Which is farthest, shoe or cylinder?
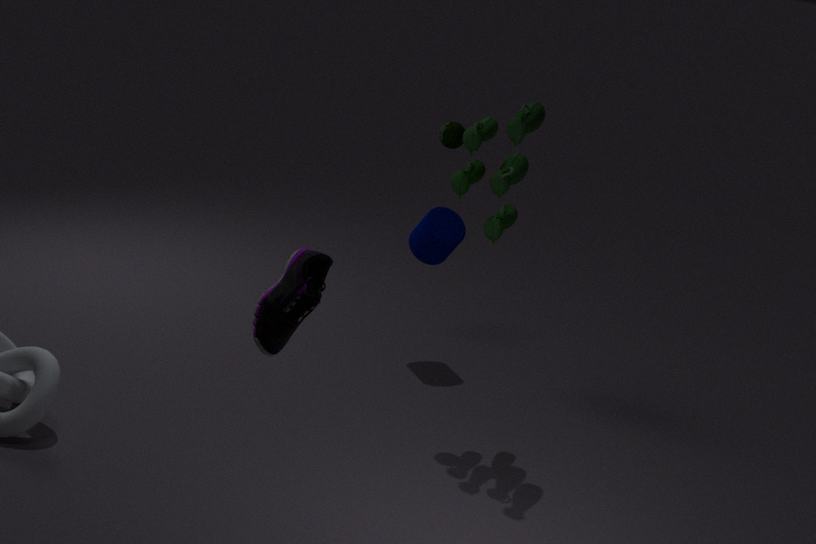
cylinder
